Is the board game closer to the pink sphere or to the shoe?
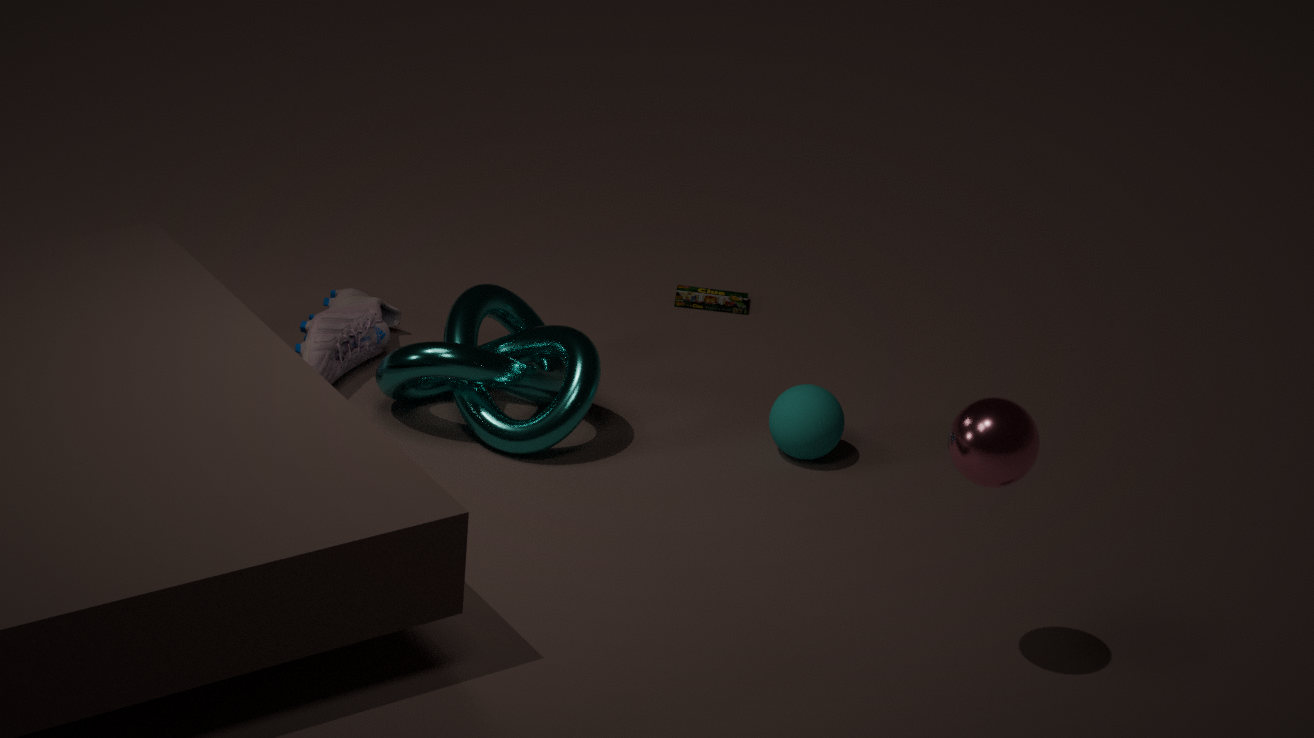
the shoe
